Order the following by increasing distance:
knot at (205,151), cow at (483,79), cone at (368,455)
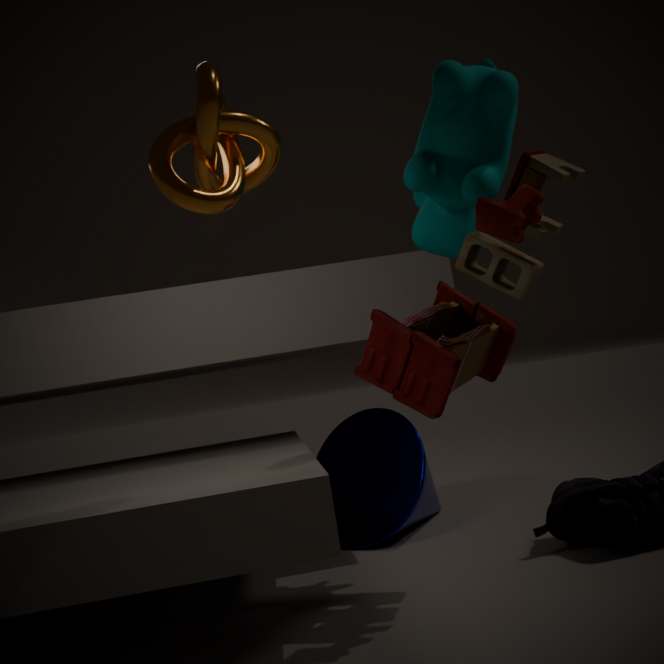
1. knot at (205,151)
2. cow at (483,79)
3. cone at (368,455)
